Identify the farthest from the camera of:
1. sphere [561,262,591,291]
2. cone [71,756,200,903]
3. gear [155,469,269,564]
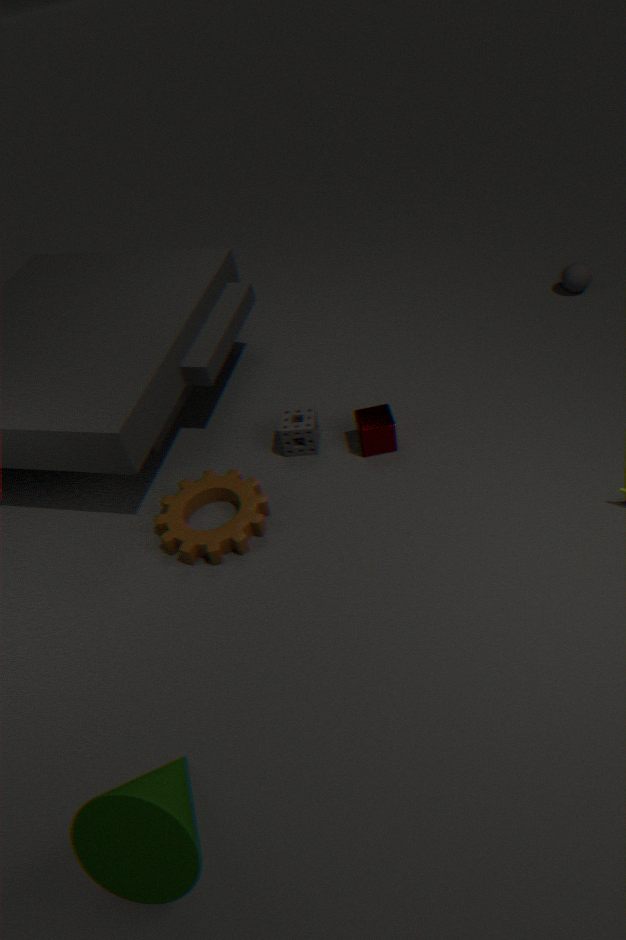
sphere [561,262,591,291]
